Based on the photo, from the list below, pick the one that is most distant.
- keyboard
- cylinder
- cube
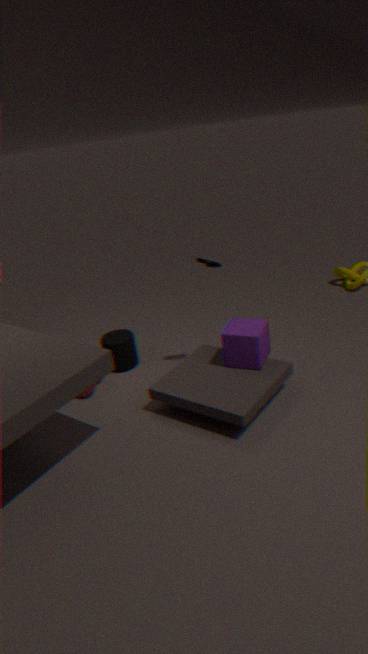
cylinder
